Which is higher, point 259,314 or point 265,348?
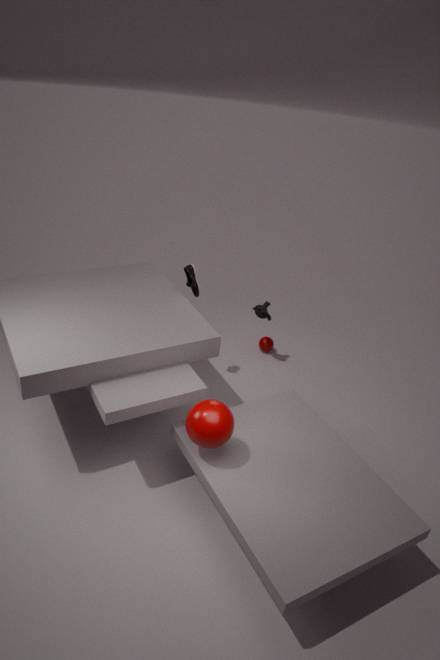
point 259,314
